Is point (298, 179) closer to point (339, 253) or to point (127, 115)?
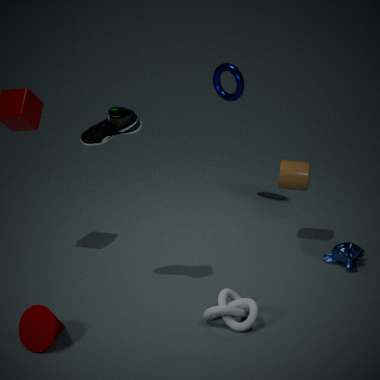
point (339, 253)
